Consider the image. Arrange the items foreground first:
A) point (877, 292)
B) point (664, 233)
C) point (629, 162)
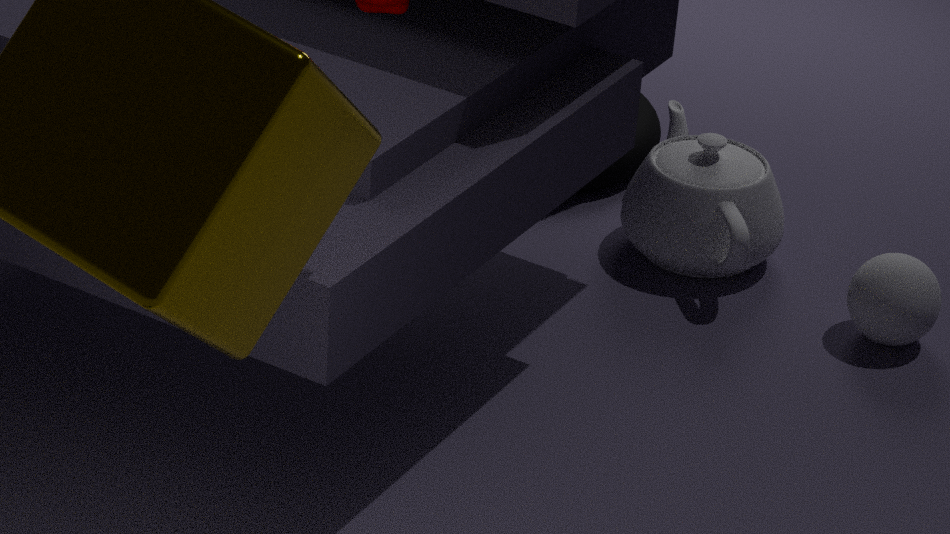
point (877, 292)
point (664, 233)
point (629, 162)
